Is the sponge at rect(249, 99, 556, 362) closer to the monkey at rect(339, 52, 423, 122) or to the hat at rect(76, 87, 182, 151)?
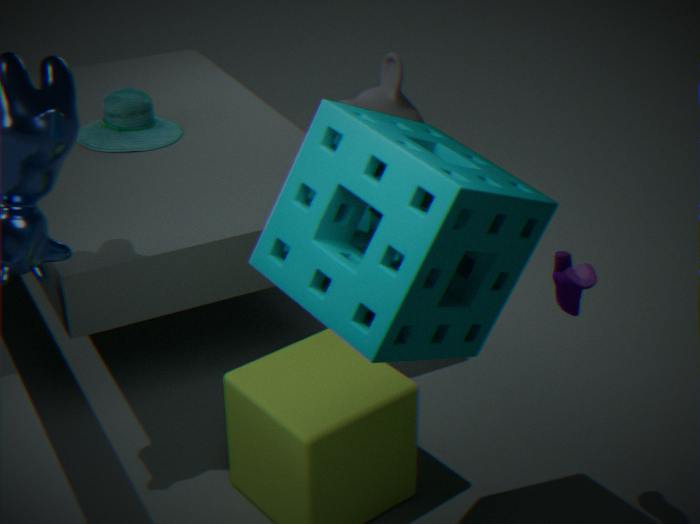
the monkey at rect(339, 52, 423, 122)
